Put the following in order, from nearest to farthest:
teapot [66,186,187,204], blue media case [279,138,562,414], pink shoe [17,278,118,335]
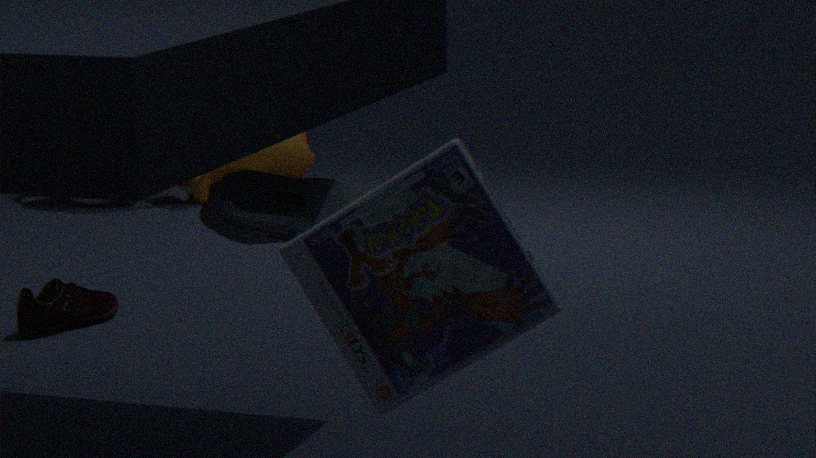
blue media case [279,138,562,414] < pink shoe [17,278,118,335] < teapot [66,186,187,204]
